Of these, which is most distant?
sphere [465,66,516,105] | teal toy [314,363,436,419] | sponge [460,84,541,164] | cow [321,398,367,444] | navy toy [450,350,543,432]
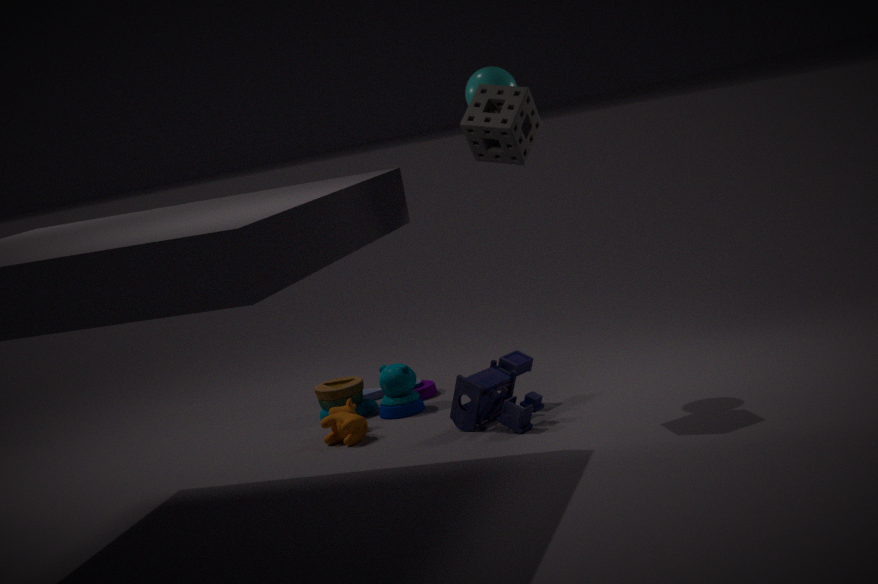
teal toy [314,363,436,419]
